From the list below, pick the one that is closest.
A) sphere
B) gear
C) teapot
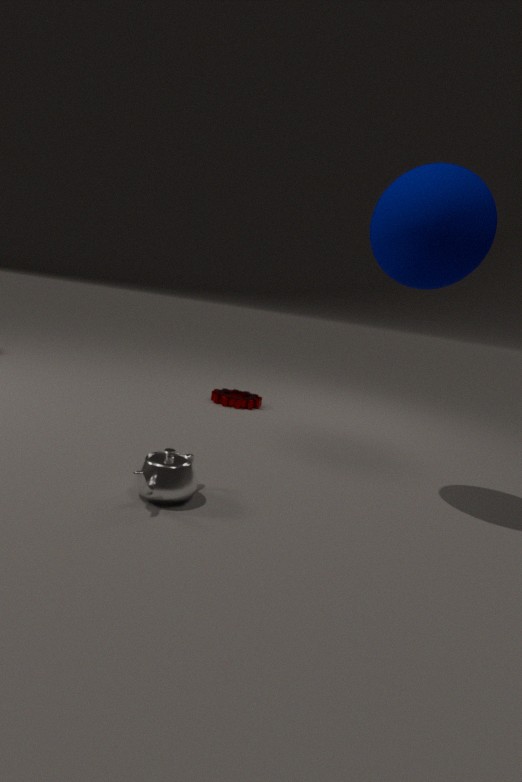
teapot
